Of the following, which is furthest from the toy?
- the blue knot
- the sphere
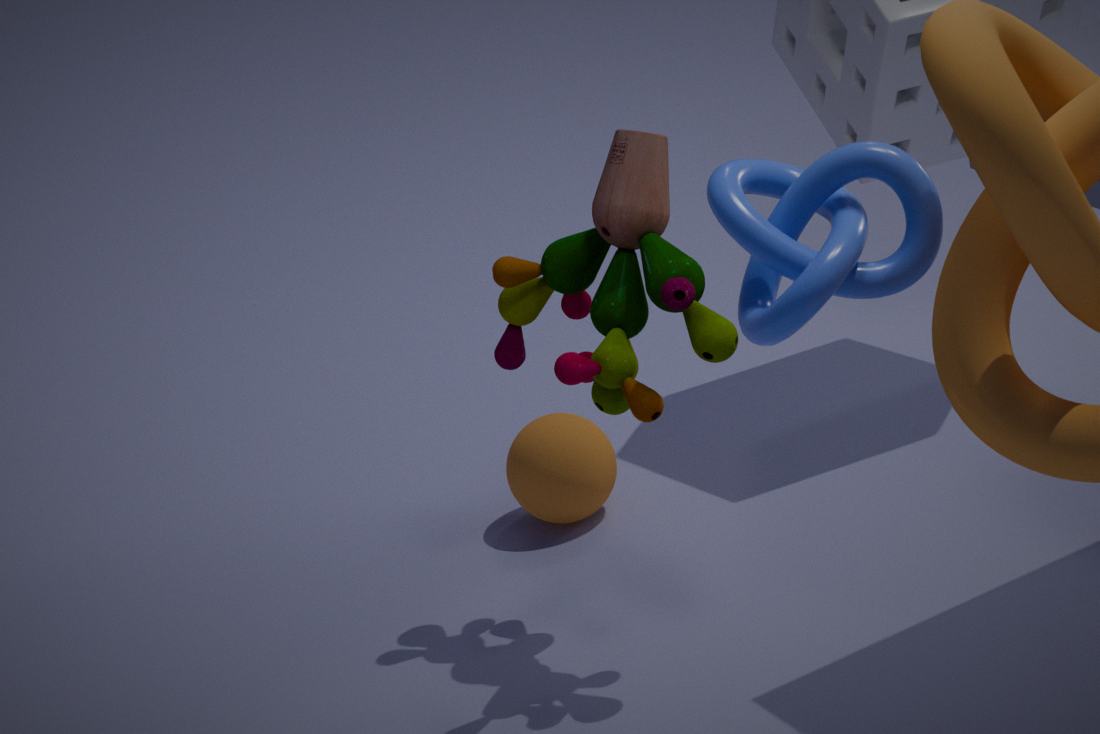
the blue knot
